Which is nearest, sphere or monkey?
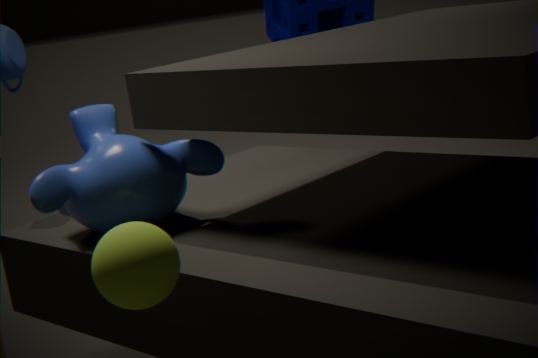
sphere
